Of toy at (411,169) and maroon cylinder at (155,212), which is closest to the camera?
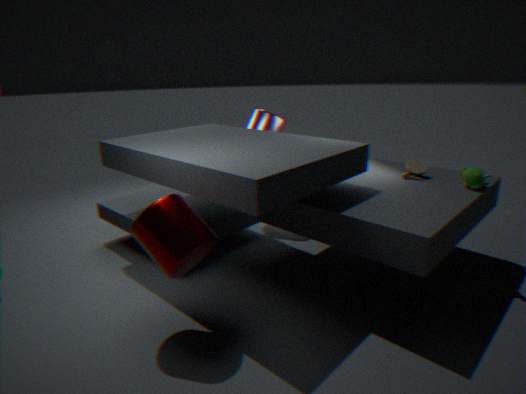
maroon cylinder at (155,212)
